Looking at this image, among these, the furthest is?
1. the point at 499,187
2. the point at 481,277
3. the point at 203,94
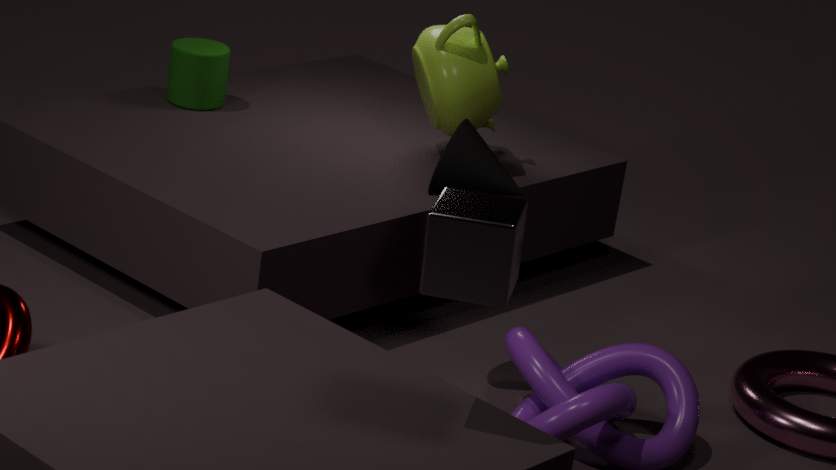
the point at 203,94
